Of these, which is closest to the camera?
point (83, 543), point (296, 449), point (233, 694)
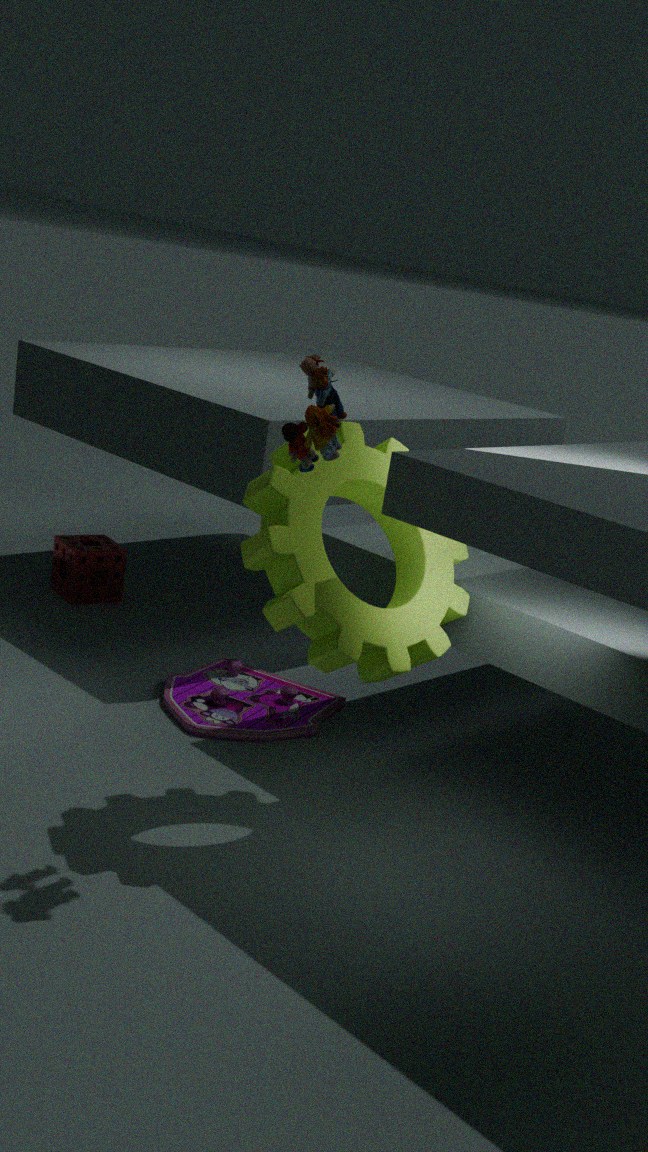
point (296, 449)
